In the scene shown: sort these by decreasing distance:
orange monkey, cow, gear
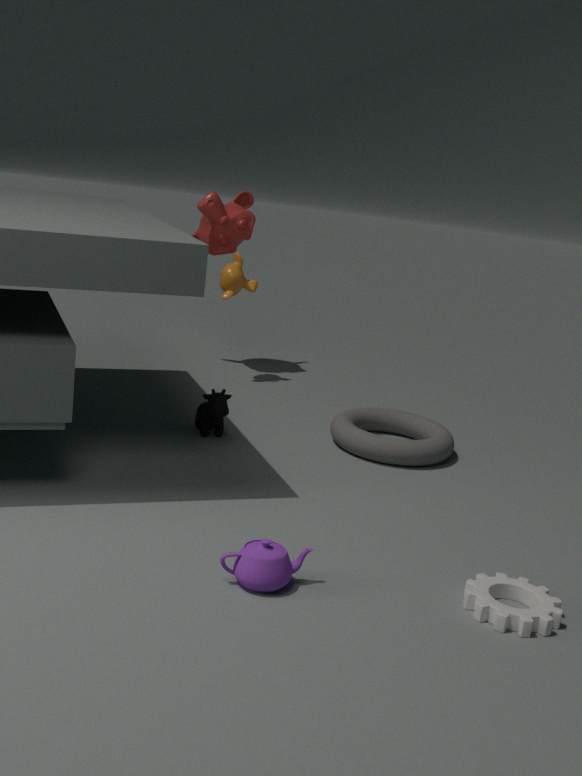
orange monkey, cow, gear
